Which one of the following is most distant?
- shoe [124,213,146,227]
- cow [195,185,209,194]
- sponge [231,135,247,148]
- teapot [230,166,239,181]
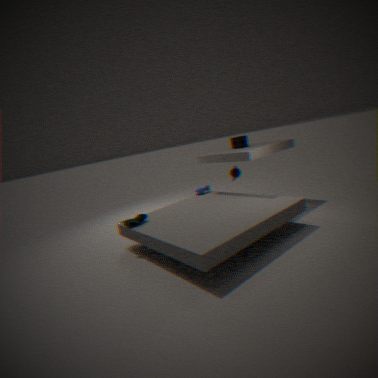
cow [195,185,209,194]
